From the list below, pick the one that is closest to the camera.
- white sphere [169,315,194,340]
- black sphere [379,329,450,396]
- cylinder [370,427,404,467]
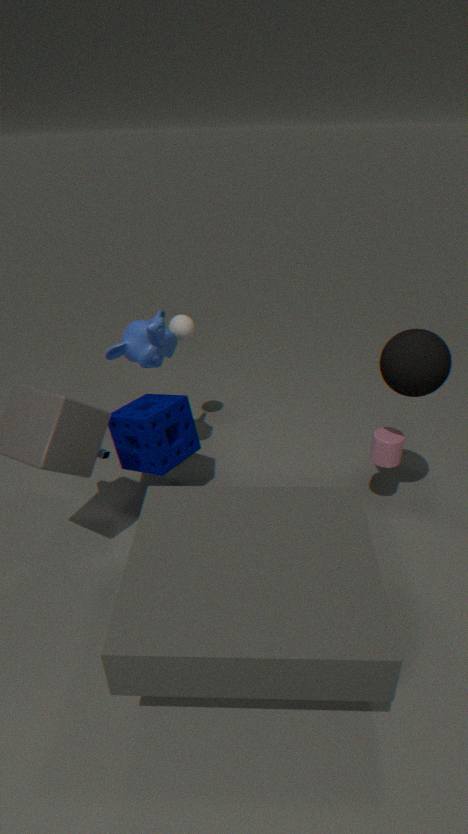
black sphere [379,329,450,396]
